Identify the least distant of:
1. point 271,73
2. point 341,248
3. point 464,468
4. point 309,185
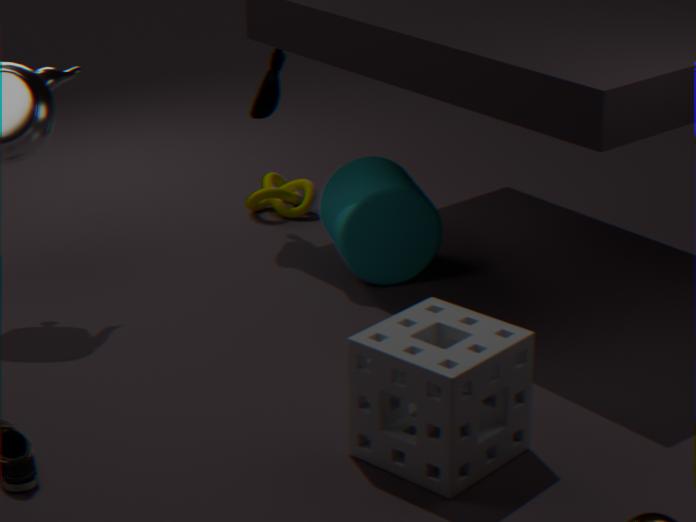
point 464,468
